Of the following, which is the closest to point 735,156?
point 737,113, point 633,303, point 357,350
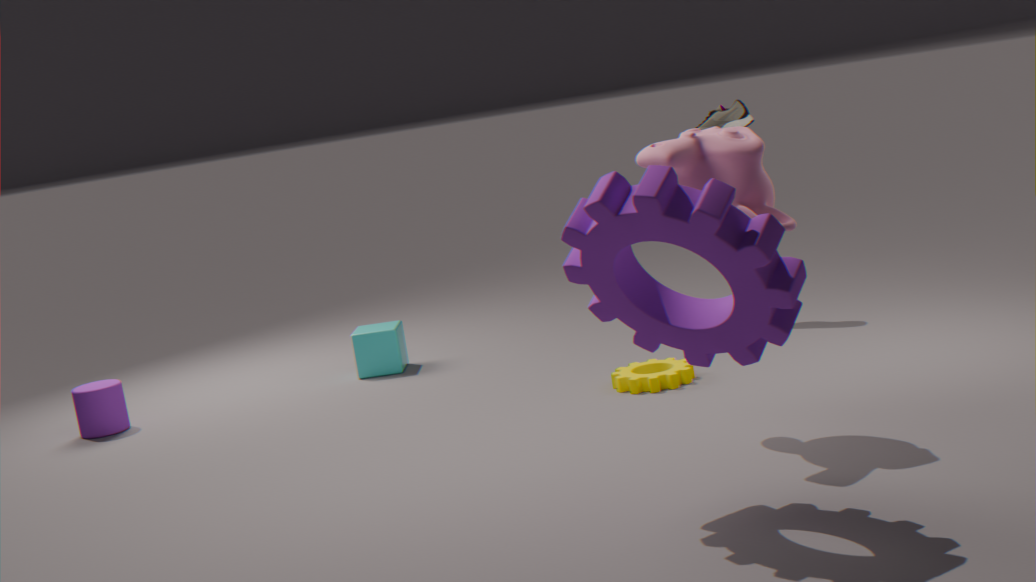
point 633,303
